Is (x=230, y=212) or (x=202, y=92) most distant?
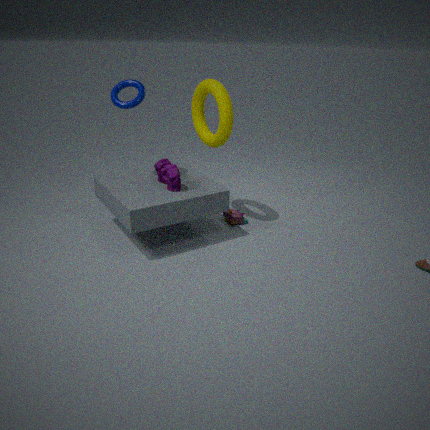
(x=230, y=212)
